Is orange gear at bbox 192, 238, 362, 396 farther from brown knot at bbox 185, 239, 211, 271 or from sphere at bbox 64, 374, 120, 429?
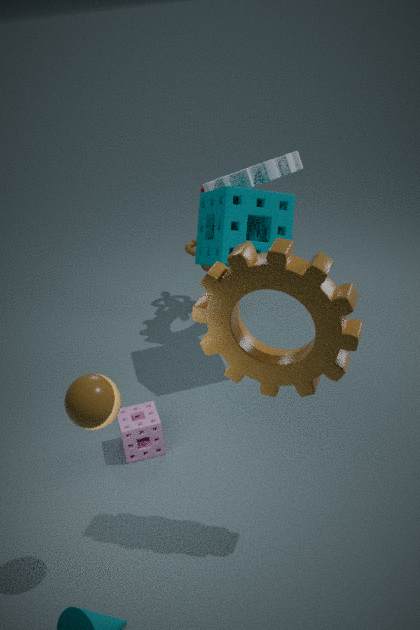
brown knot at bbox 185, 239, 211, 271
